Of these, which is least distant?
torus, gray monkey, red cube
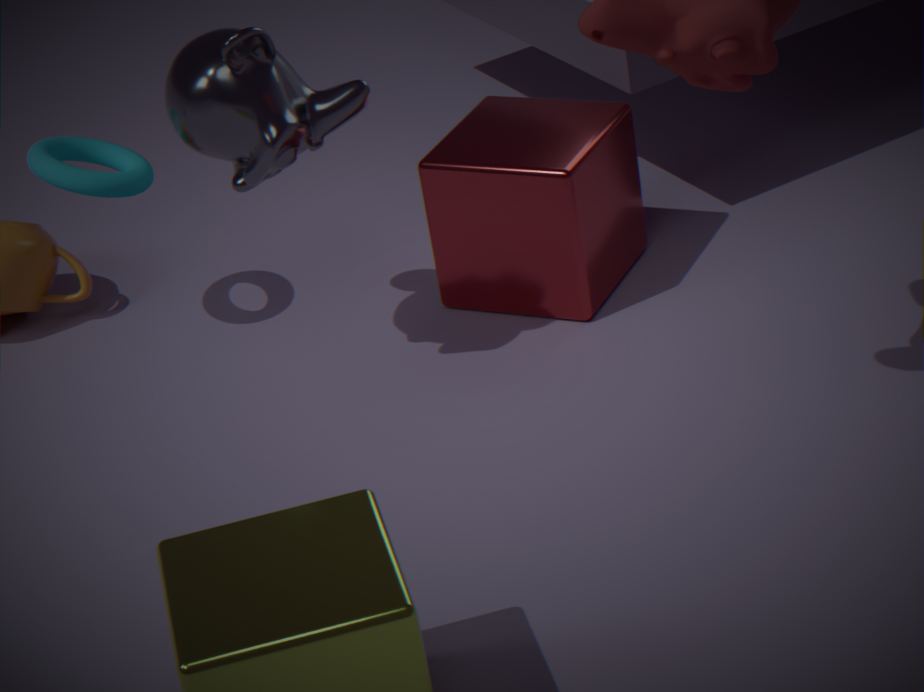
gray monkey
